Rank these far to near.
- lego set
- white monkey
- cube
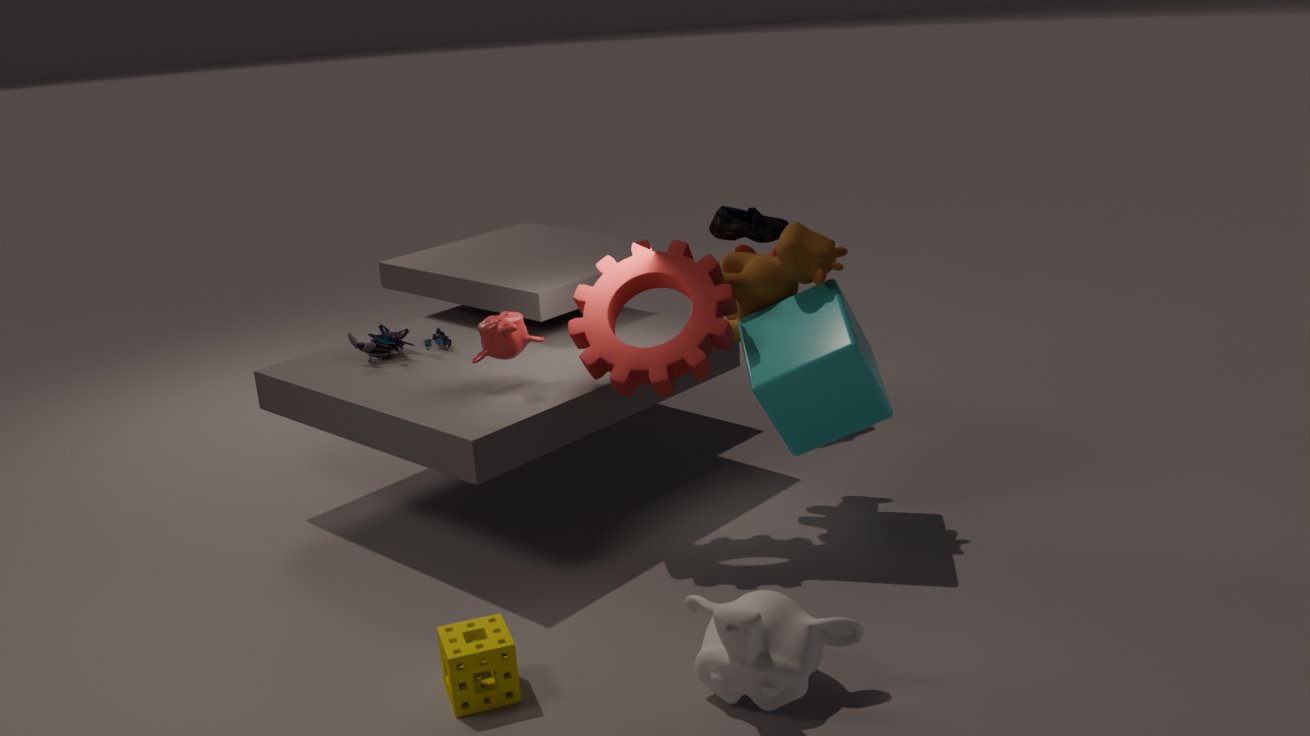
lego set → cube → white monkey
